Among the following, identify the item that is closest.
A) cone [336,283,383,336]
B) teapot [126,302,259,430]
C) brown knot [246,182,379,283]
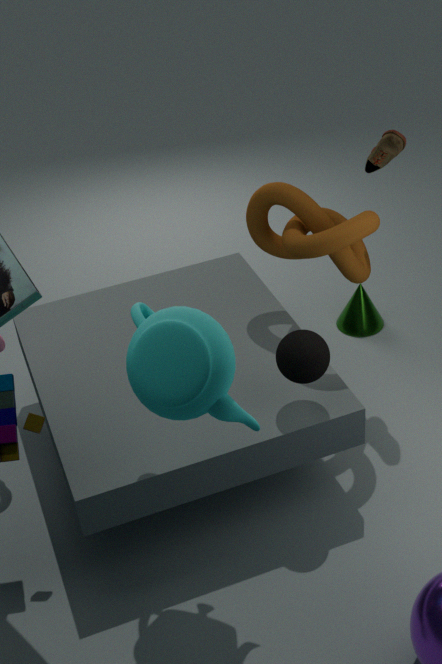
B. teapot [126,302,259,430]
